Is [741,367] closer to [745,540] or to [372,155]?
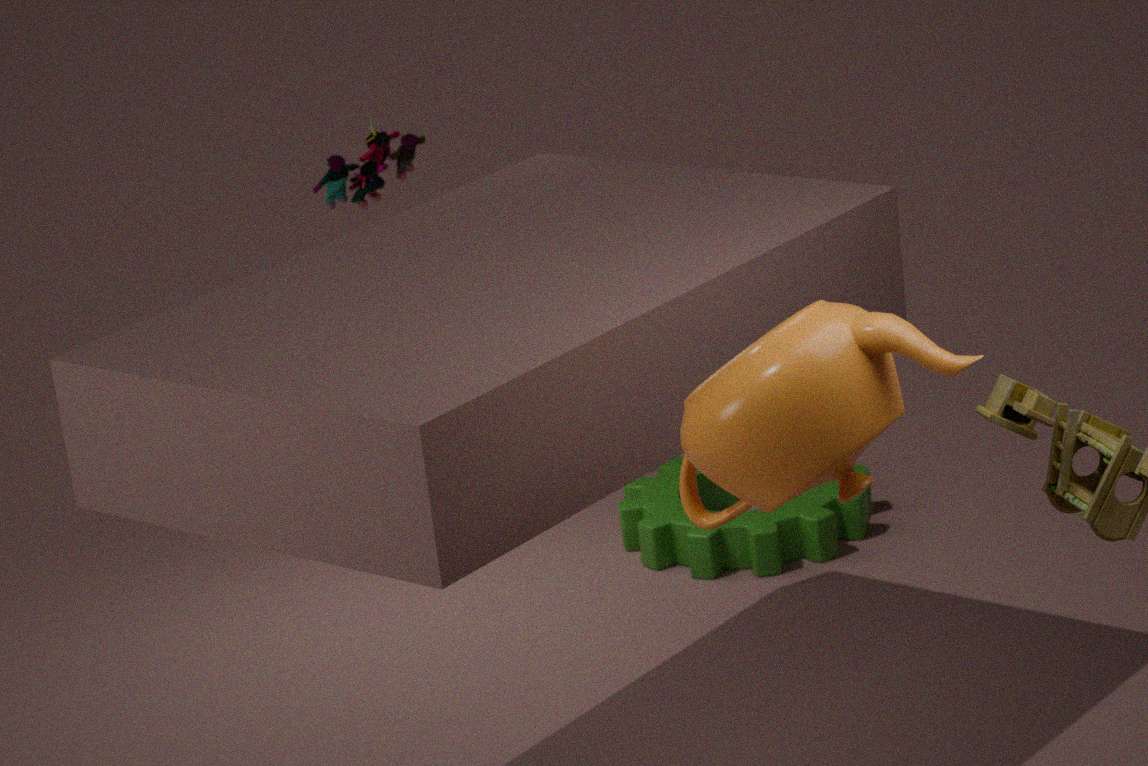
[745,540]
